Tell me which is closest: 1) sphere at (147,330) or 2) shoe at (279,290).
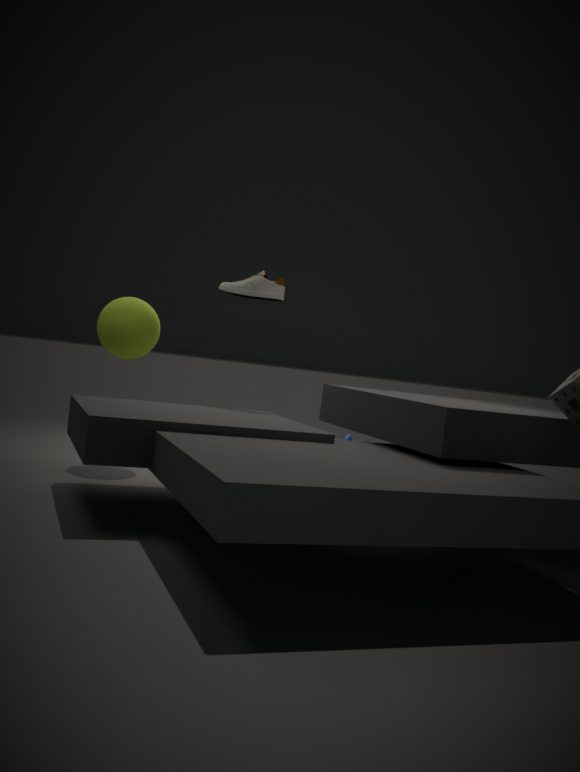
1. sphere at (147,330)
